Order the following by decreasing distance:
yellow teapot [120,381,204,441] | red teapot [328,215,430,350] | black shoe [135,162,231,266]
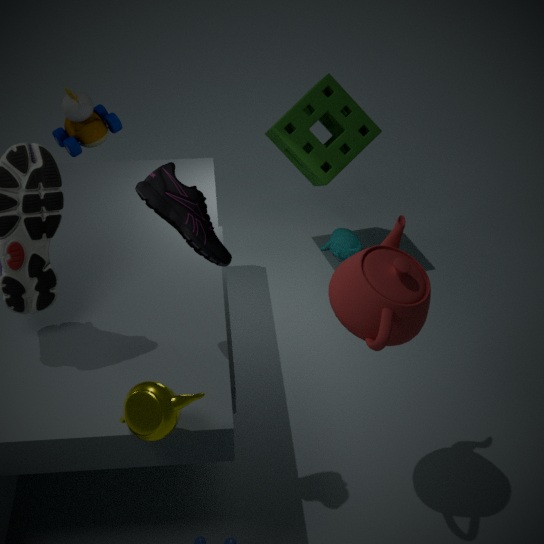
red teapot [328,215,430,350], black shoe [135,162,231,266], yellow teapot [120,381,204,441]
